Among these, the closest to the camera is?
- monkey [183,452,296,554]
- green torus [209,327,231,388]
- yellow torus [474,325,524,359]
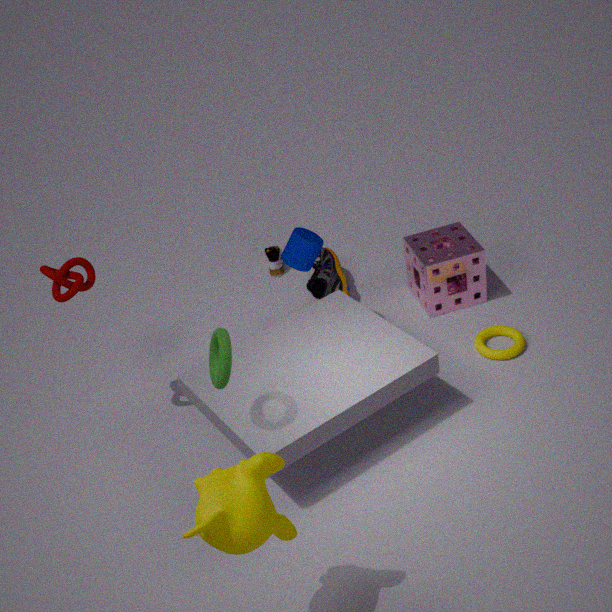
monkey [183,452,296,554]
